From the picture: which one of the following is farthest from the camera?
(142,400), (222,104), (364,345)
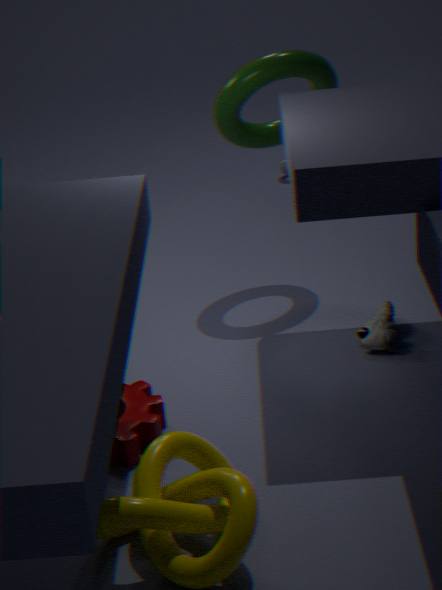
(222,104)
